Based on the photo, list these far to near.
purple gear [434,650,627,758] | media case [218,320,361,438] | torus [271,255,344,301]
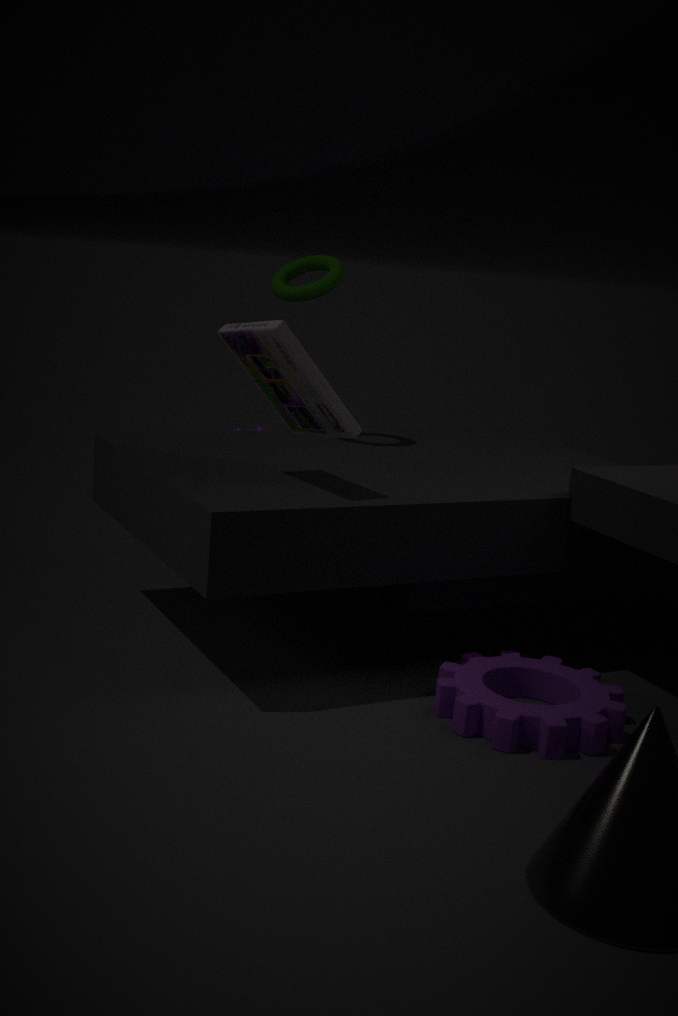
torus [271,255,344,301], media case [218,320,361,438], purple gear [434,650,627,758]
